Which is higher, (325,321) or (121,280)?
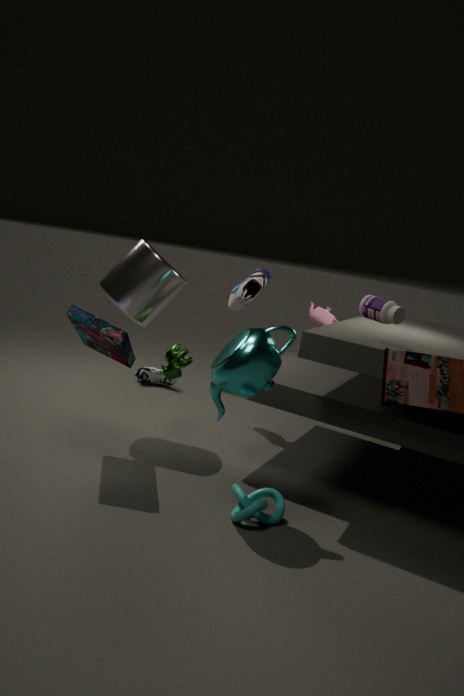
(121,280)
